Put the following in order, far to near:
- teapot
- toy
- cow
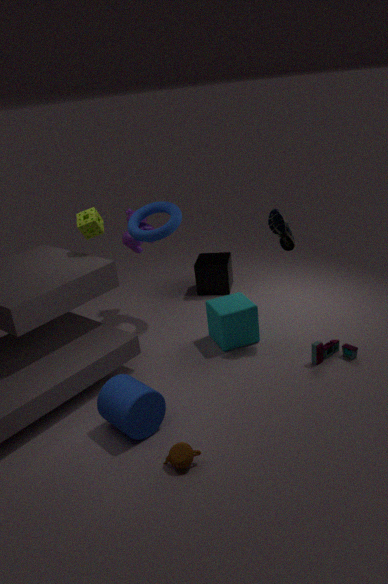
cow
toy
teapot
